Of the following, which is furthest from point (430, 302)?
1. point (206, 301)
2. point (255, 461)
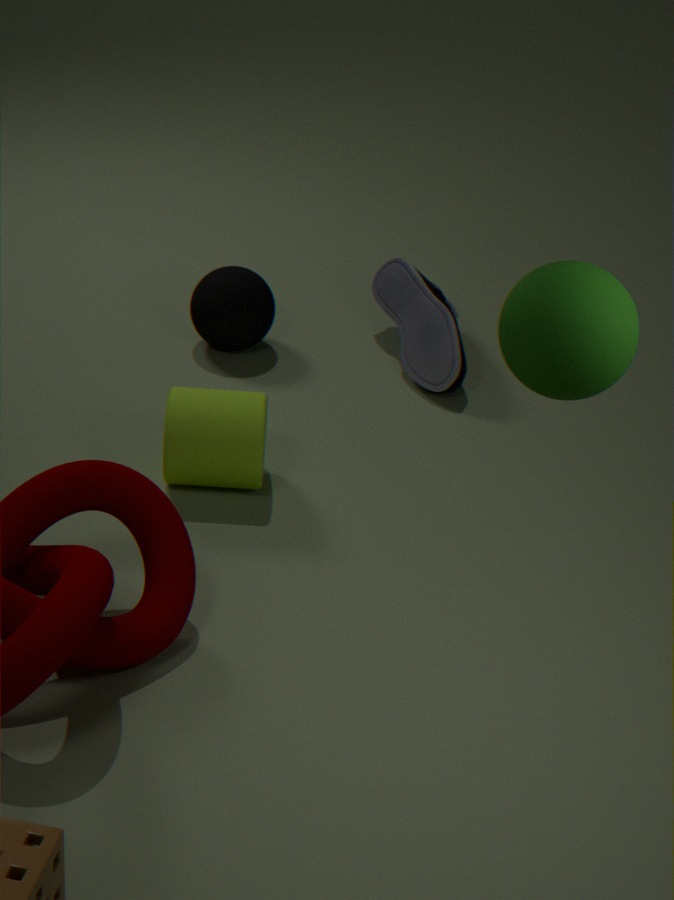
point (255, 461)
